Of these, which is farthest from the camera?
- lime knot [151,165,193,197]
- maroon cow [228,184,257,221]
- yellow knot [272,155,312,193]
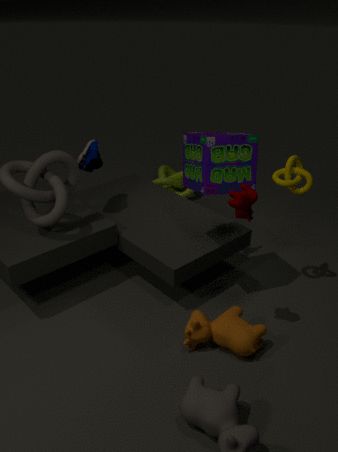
lime knot [151,165,193,197]
